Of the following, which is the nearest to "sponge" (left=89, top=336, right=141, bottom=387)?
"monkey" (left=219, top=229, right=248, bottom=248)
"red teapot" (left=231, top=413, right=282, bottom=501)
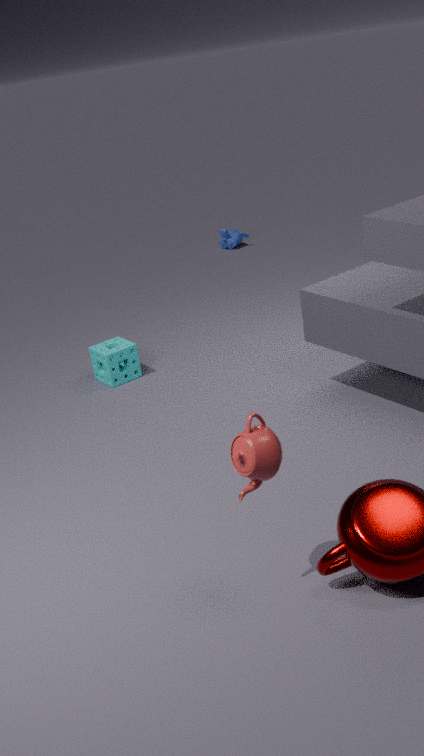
"red teapot" (left=231, top=413, right=282, bottom=501)
